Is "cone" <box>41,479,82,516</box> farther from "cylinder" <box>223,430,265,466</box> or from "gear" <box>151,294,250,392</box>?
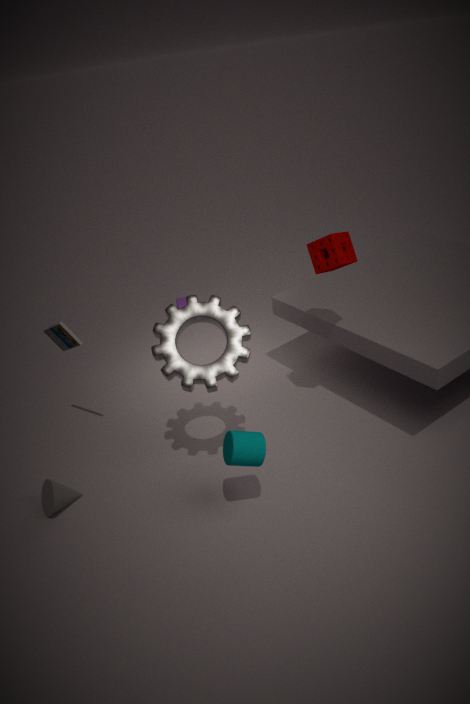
"cylinder" <box>223,430,265,466</box>
